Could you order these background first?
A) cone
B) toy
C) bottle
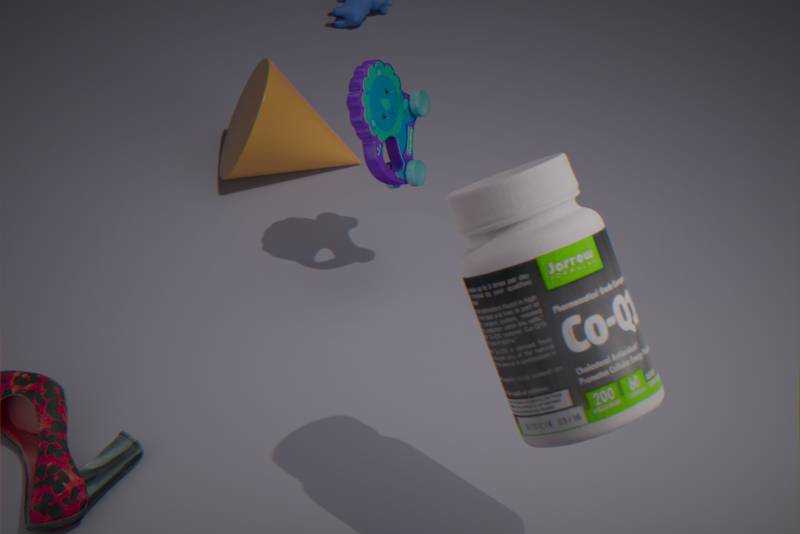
cone < toy < bottle
